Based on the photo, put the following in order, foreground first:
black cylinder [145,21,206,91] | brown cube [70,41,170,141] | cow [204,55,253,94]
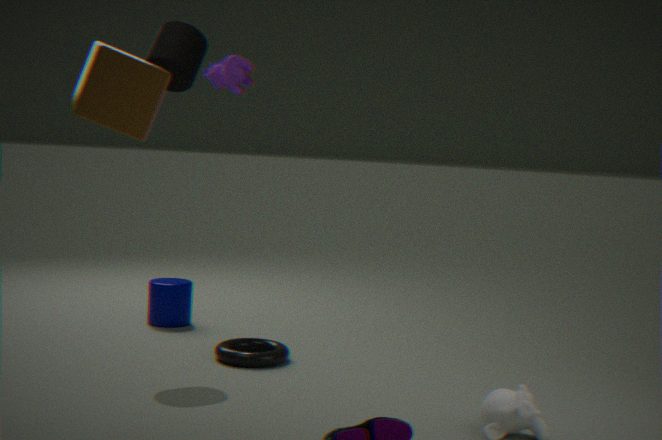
brown cube [70,41,170,141]
black cylinder [145,21,206,91]
cow [204,55,253,94]
